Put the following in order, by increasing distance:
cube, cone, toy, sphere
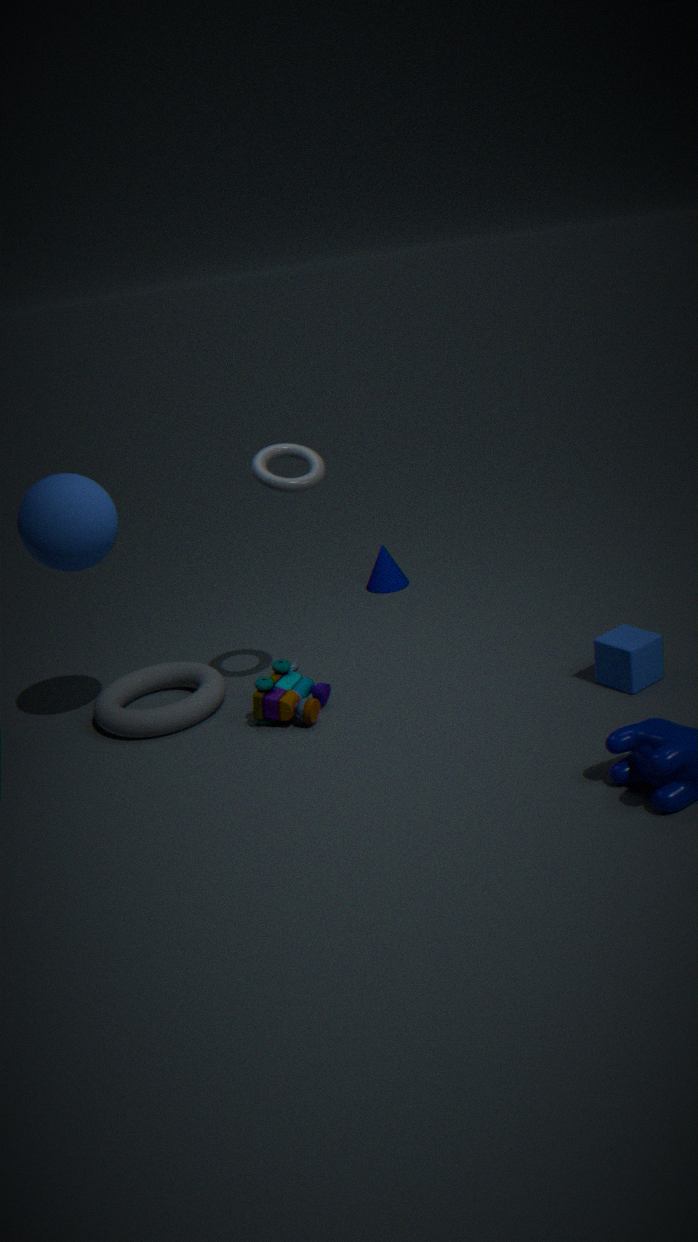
sphere < cube < toy < cone
